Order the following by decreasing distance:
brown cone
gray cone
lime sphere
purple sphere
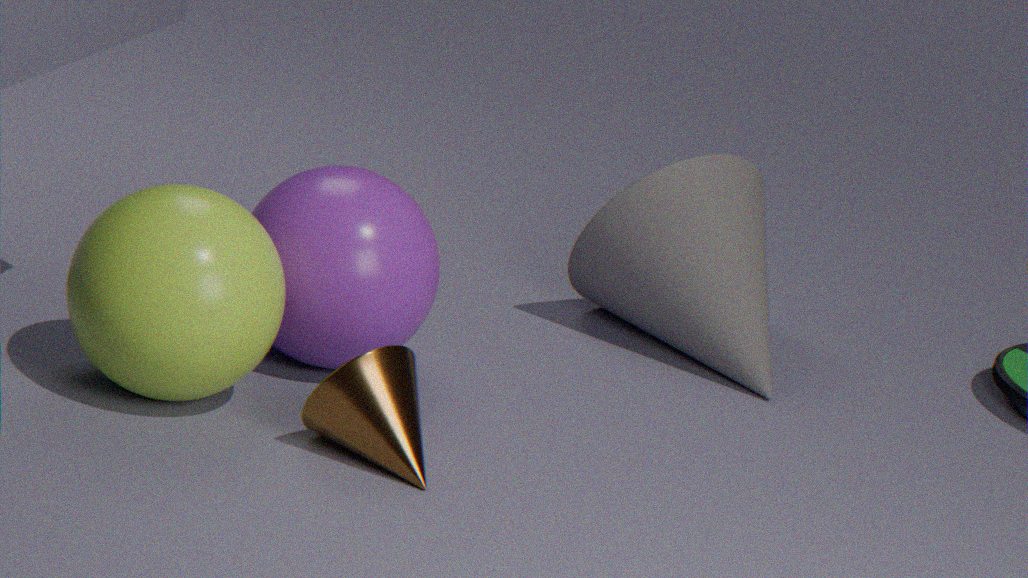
gray cone < purple sphere < brown cone < lime sphere
